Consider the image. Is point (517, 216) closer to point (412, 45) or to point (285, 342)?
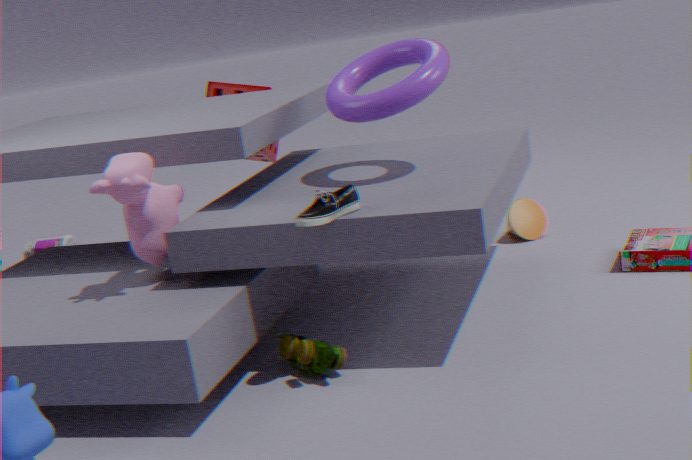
point (412, 45)
